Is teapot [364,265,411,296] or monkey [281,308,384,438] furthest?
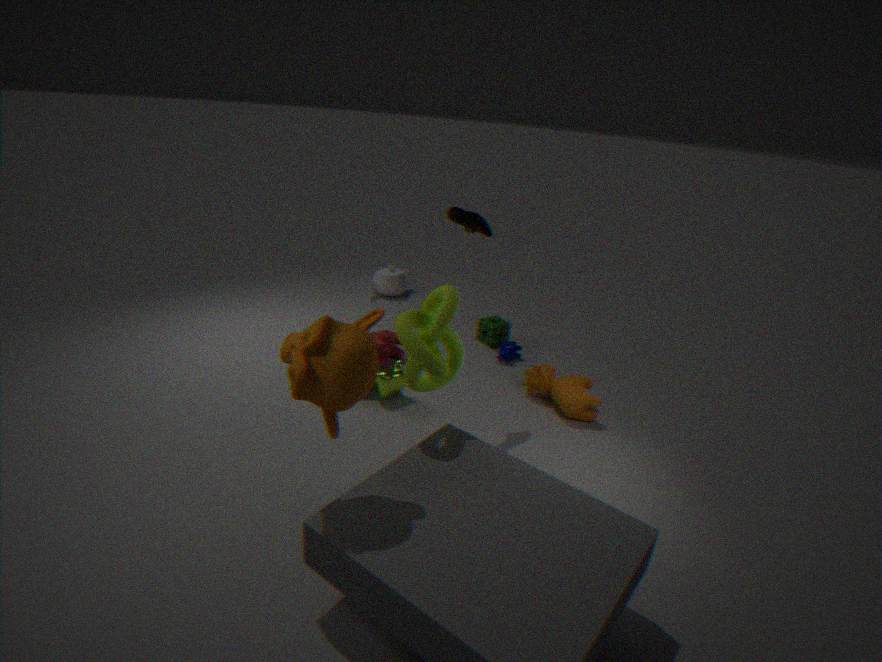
teapot [364,265,411,296]
